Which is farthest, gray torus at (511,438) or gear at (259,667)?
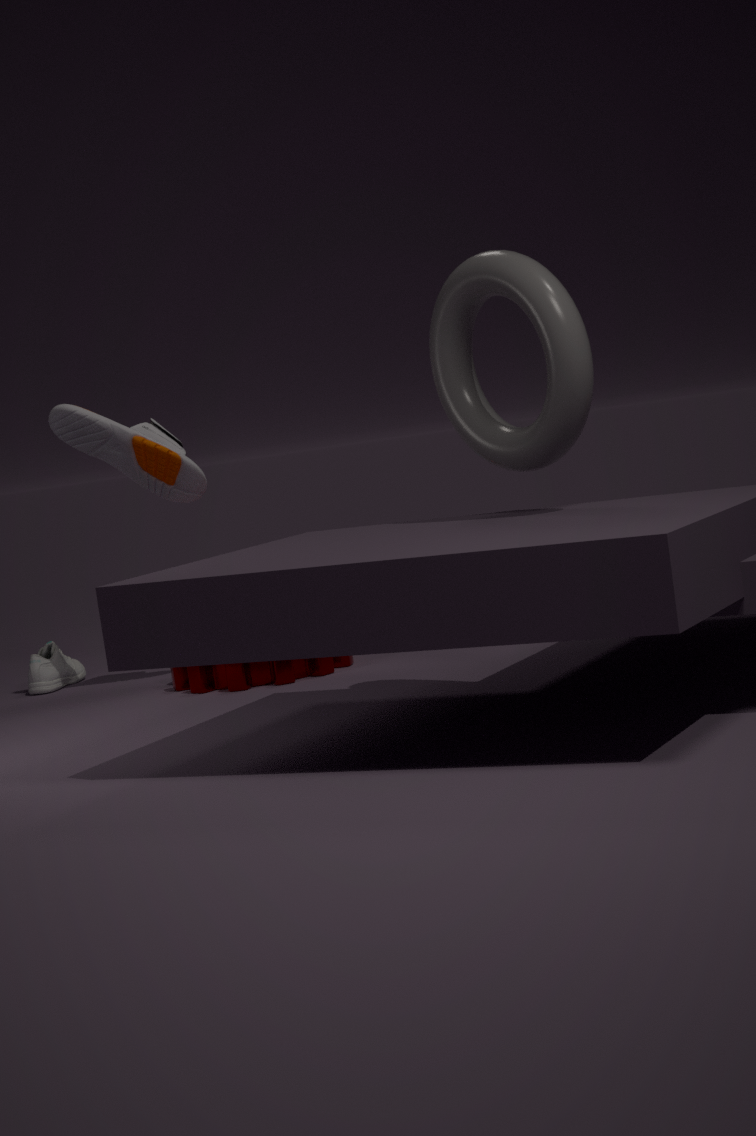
gear at (259,667)
